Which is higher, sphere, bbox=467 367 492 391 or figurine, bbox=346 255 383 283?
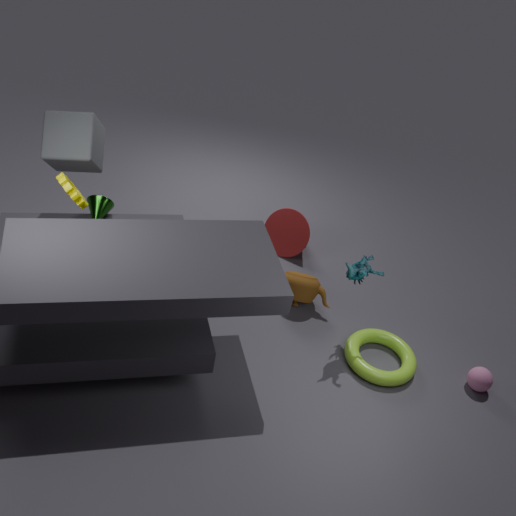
figurine, bbox=346 255 383 283
